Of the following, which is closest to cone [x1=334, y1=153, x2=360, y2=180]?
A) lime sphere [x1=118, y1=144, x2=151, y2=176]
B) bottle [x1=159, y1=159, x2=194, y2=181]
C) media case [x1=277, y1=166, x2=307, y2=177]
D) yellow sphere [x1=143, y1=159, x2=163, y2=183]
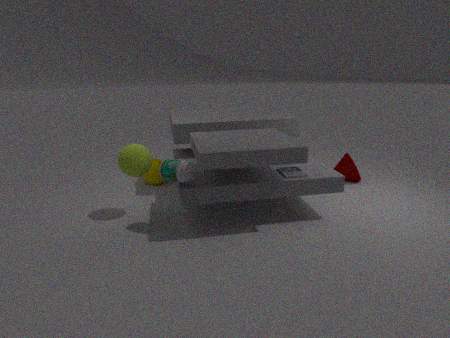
media case [x1=277, y1=166, x2=307, y2=177]
